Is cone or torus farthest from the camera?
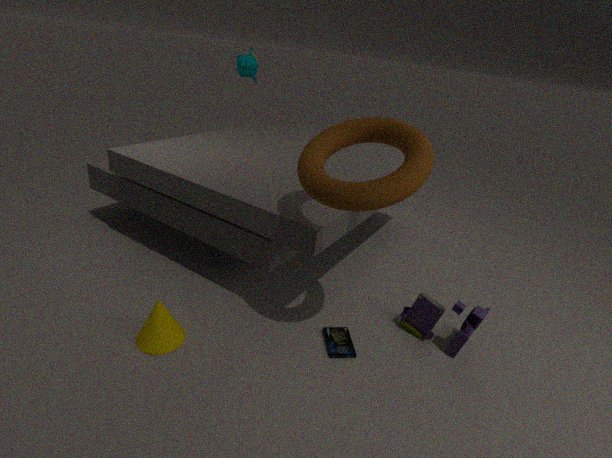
cone
